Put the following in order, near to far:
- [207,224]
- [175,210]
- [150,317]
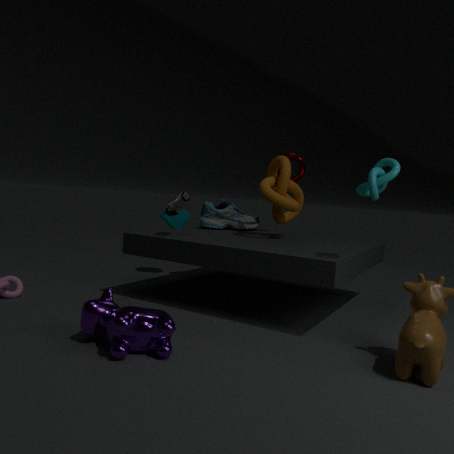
[150,317] → [175,210] → [207,224]
